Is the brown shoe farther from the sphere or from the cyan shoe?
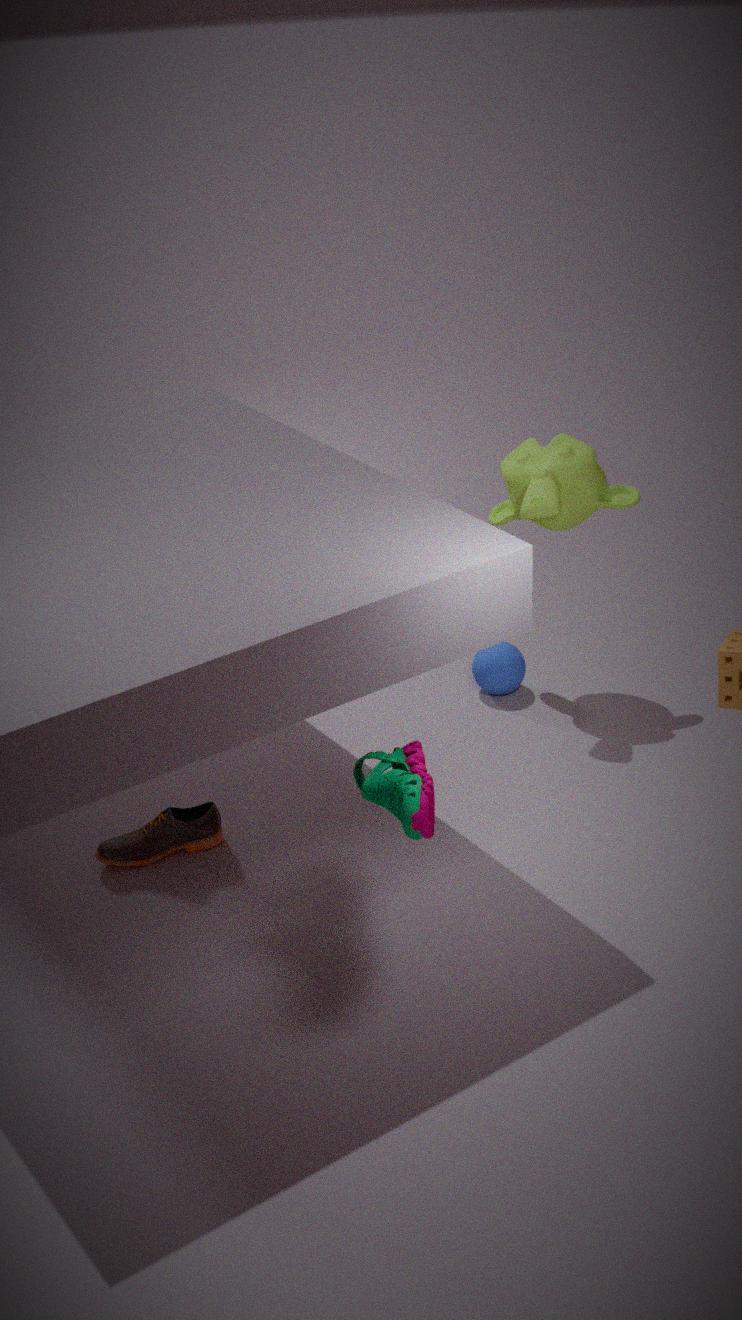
the sphere
